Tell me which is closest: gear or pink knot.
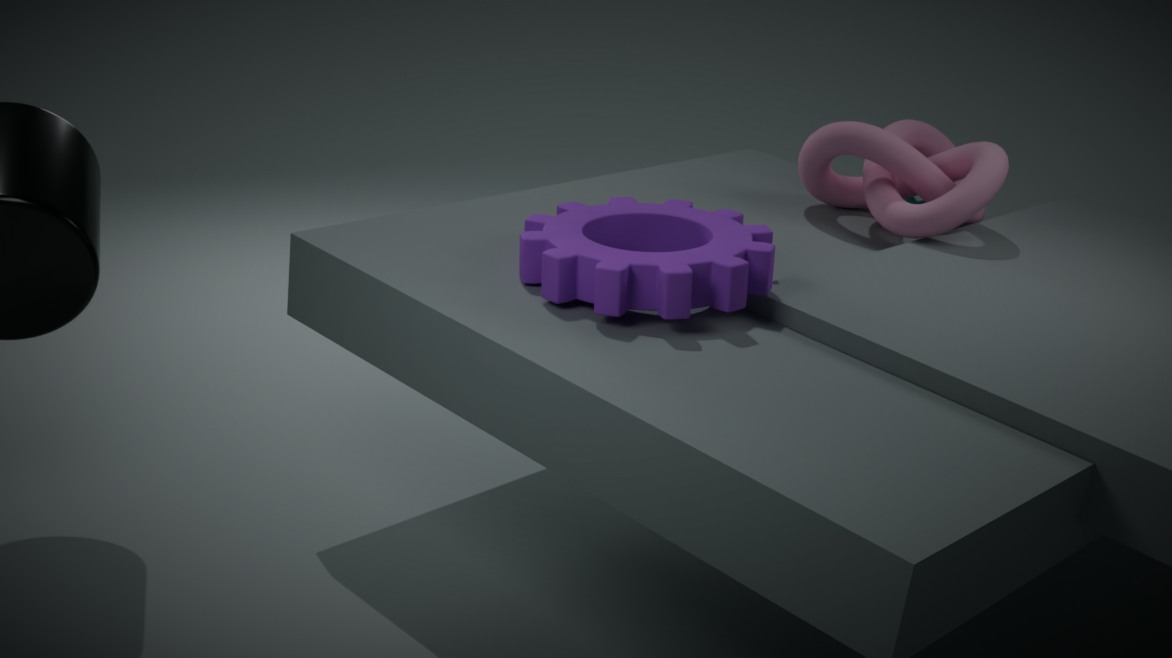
gear
